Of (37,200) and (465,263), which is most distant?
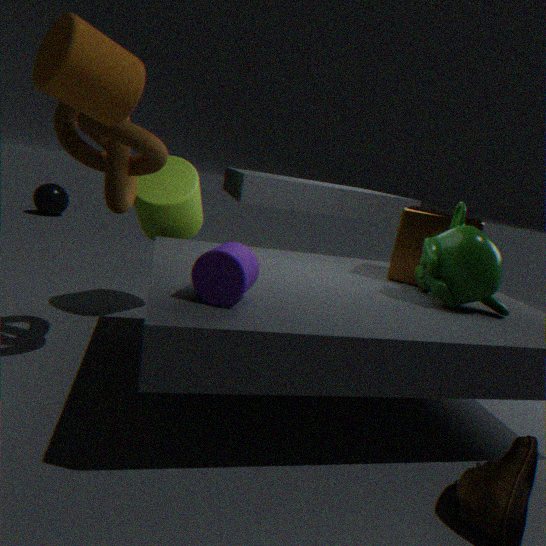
(37,200)
